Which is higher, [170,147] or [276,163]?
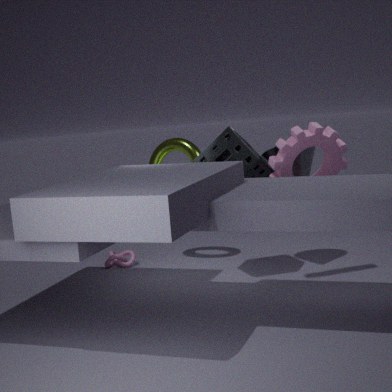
[276,163]
